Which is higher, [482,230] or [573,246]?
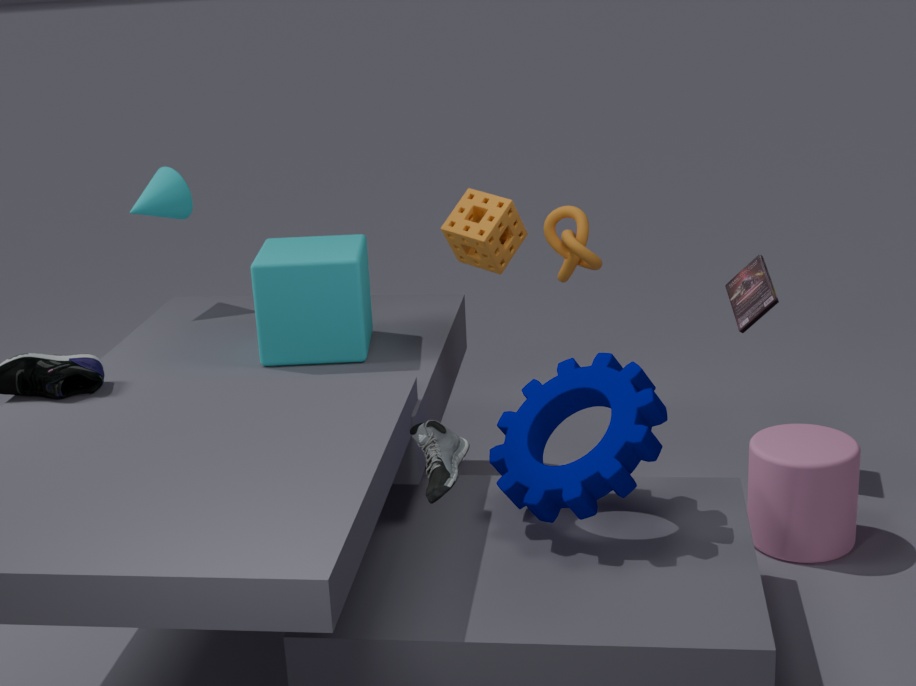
[482,230]
